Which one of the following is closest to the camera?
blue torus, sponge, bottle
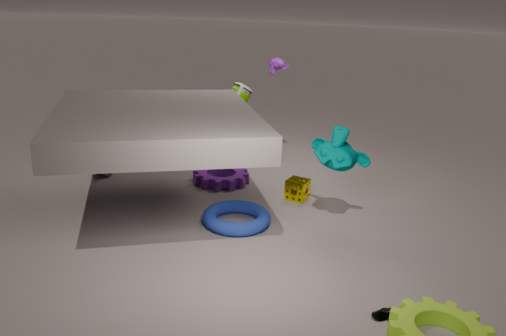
blue torus
